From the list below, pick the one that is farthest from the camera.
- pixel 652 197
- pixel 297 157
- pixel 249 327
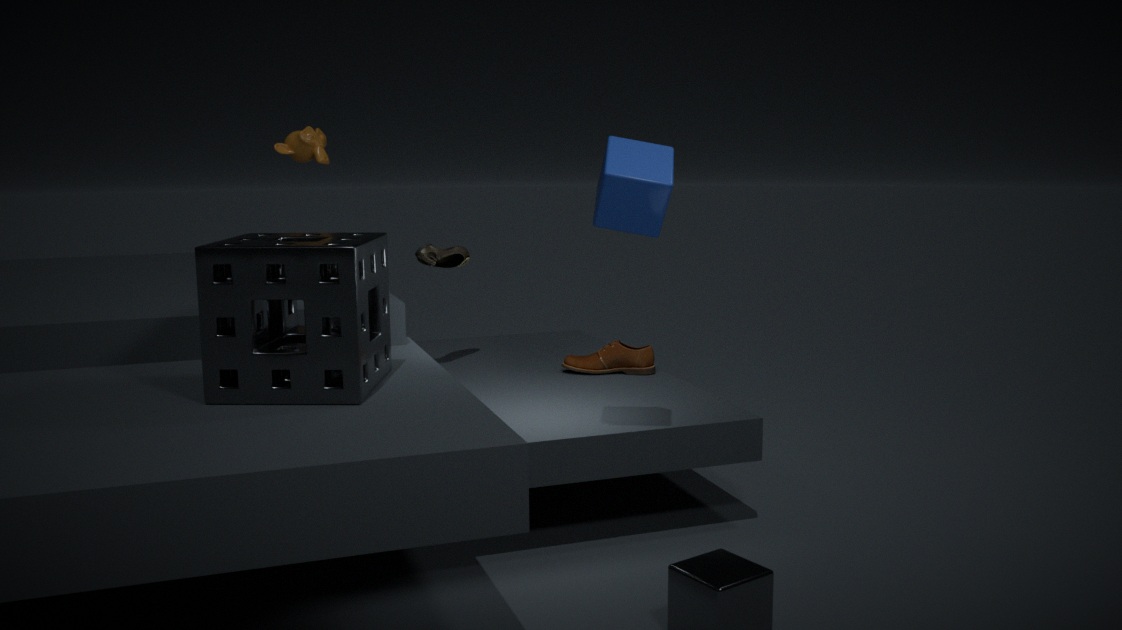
pixel 297 157
